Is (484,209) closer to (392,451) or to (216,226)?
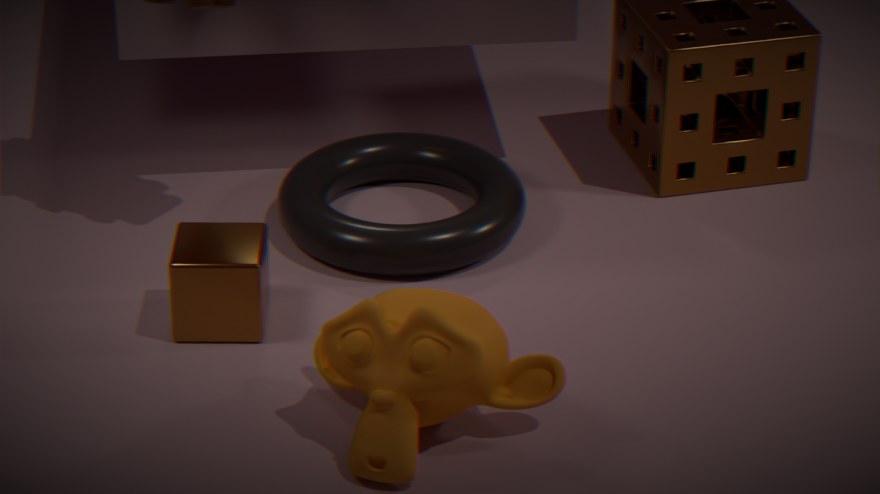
(216,226)
